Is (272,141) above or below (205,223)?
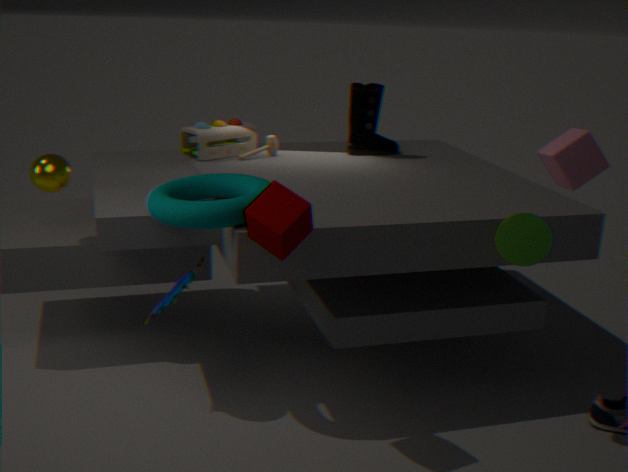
above
